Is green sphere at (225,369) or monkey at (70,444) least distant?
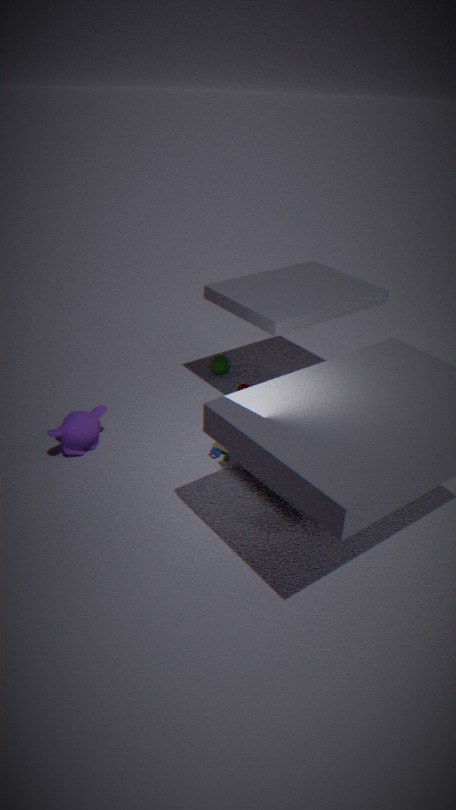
monkey at (70,444)
